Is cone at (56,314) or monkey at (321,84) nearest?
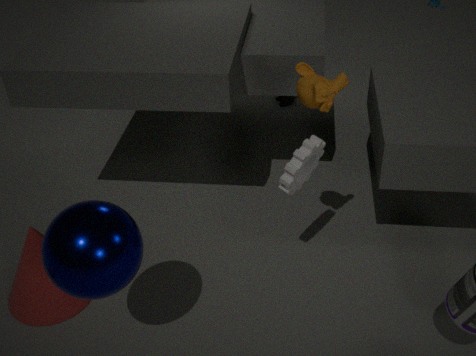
monkey at (321,84)
